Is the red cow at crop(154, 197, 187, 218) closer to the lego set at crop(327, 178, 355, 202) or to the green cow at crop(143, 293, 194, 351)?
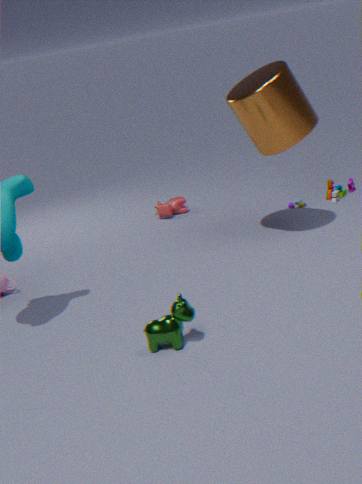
the lego set at crop(327, 178, 355, 202)
